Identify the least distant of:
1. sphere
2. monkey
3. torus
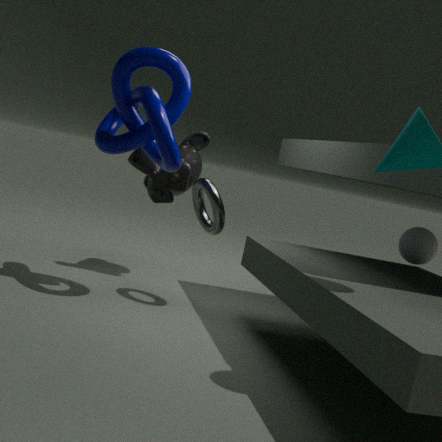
torus
